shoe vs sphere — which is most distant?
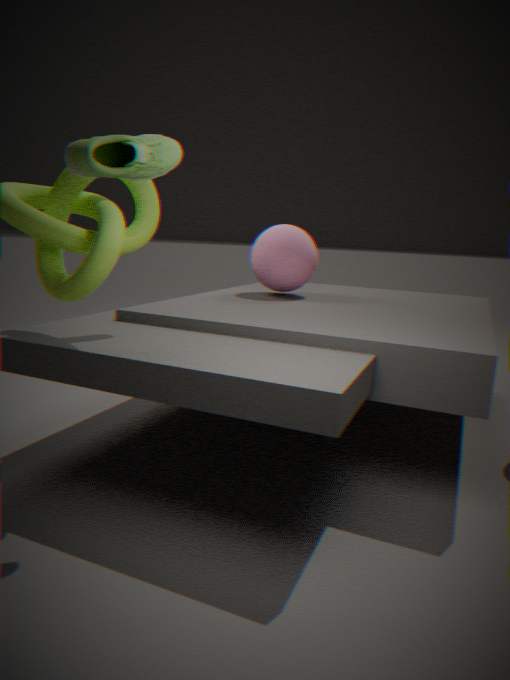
sphere
